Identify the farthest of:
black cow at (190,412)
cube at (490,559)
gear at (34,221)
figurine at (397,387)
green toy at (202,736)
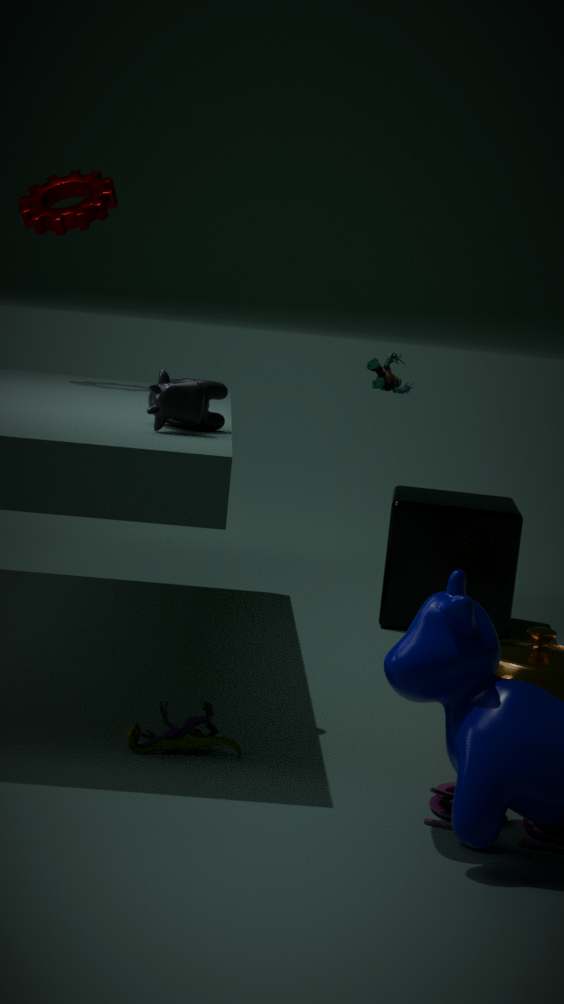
figurine at (397,387)
